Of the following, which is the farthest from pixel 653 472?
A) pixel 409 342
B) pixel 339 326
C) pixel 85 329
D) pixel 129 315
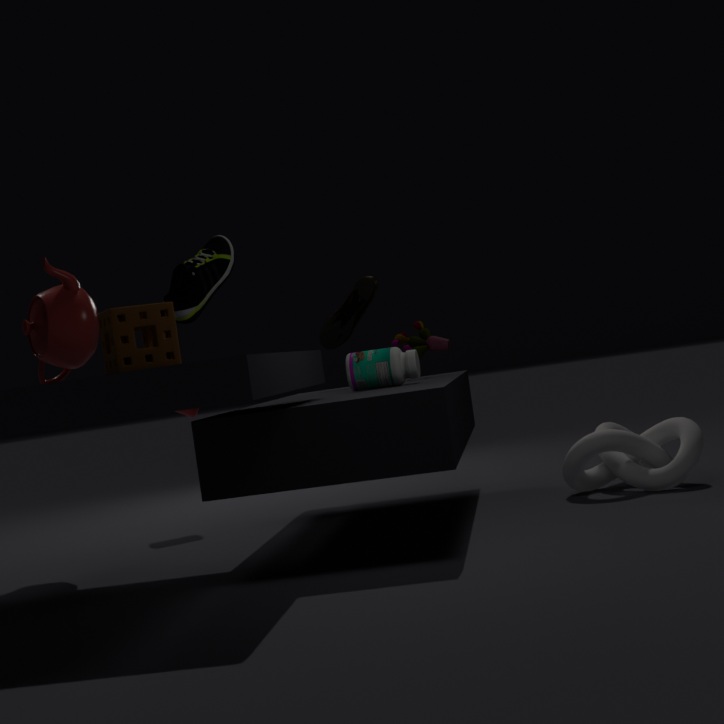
pixel 85 329
